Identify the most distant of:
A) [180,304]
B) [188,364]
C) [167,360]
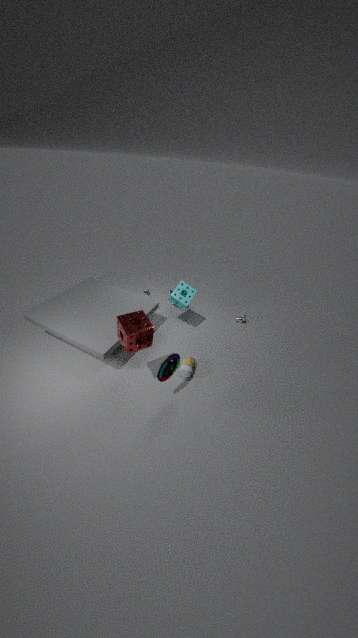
[180,304]
